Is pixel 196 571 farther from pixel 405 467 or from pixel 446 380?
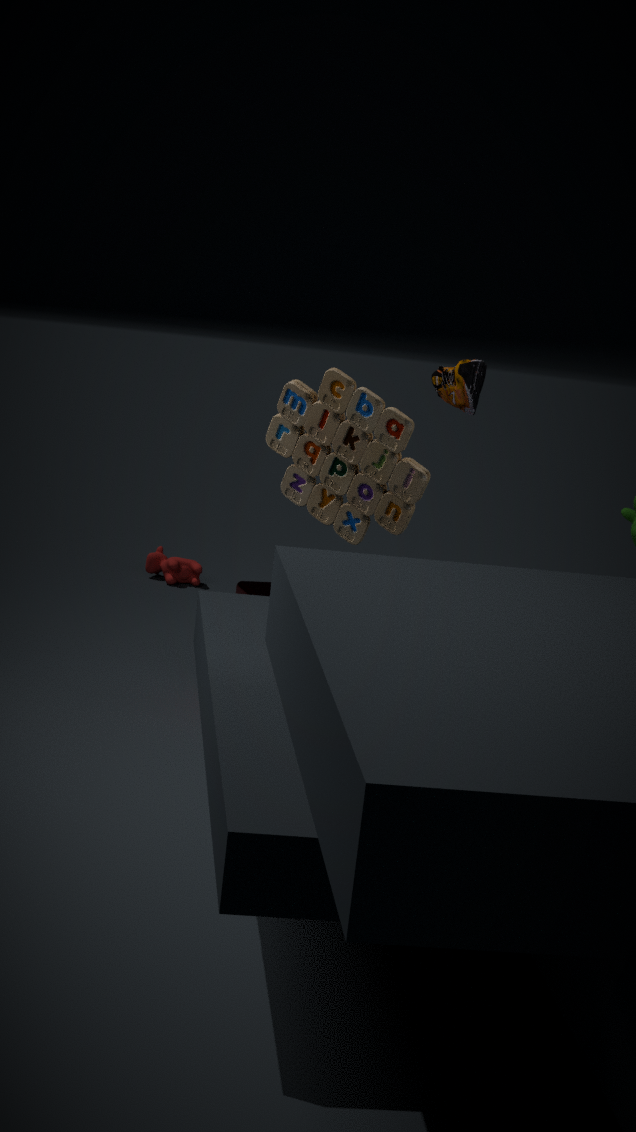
pixel 405 467
